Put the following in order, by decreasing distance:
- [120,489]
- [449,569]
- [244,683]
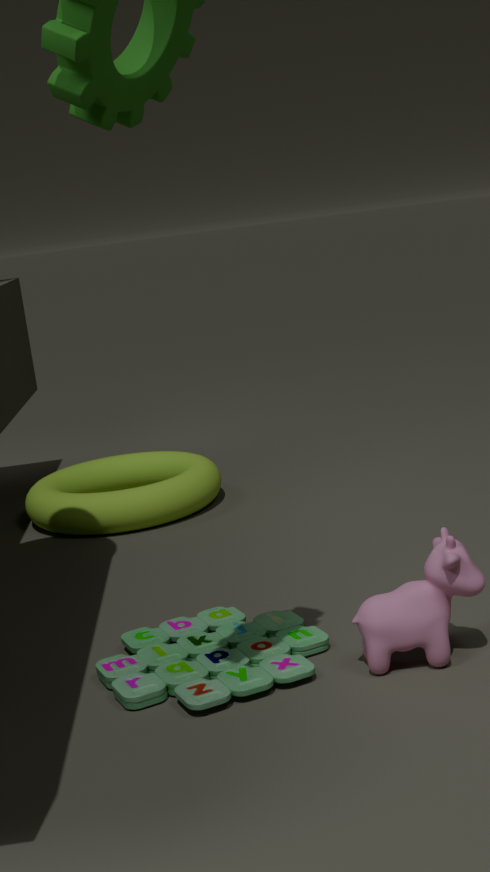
[120,489], [244,683], [449,569]
